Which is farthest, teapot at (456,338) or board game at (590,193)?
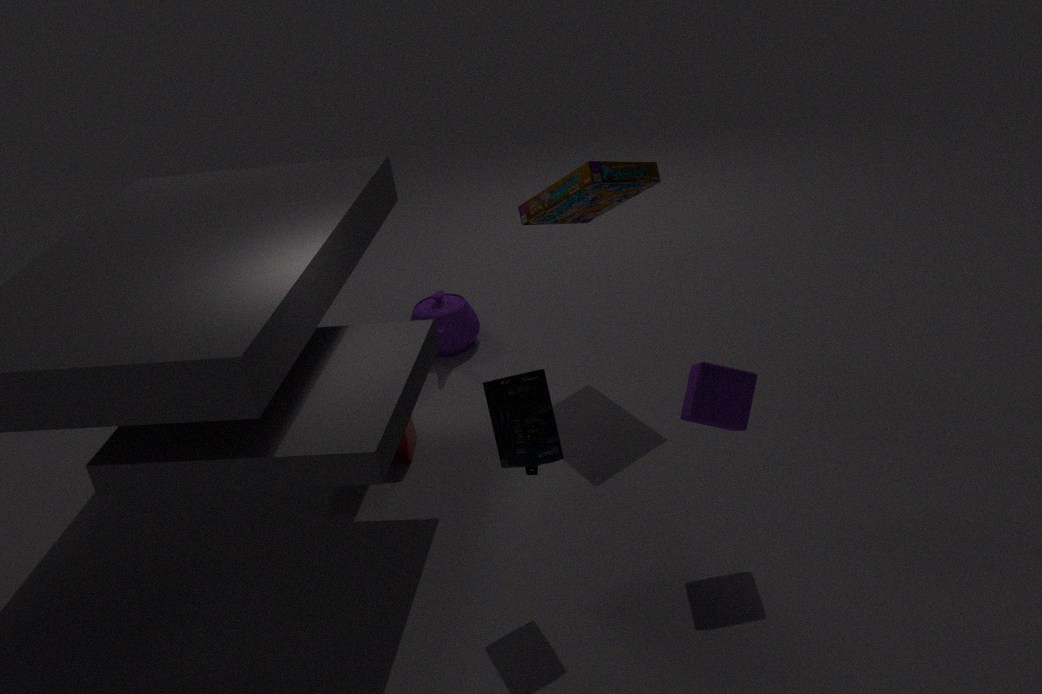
teapot at (456,338)
